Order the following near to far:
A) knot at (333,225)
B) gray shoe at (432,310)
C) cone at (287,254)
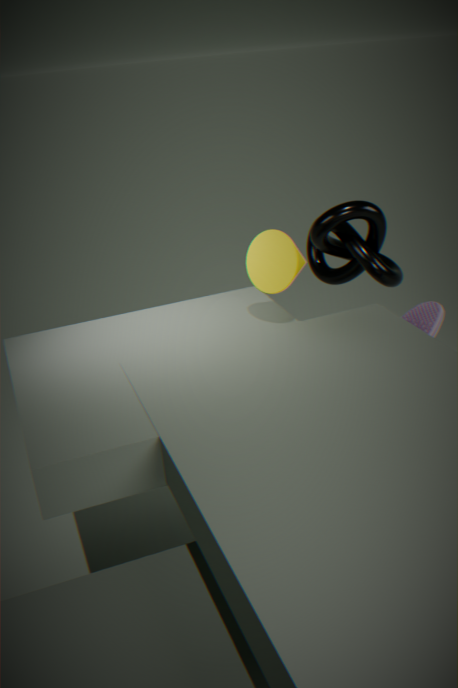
1. cone at (287,254)
2. gray shoe at (432,310)
3. knot at (333,225)
